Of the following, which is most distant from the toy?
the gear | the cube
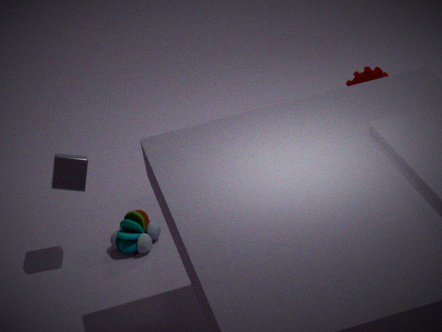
the gear
